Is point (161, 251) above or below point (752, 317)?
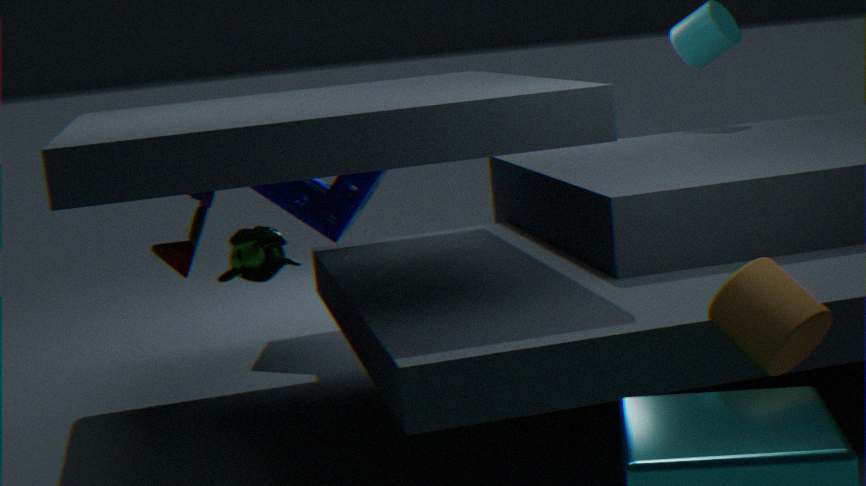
above
